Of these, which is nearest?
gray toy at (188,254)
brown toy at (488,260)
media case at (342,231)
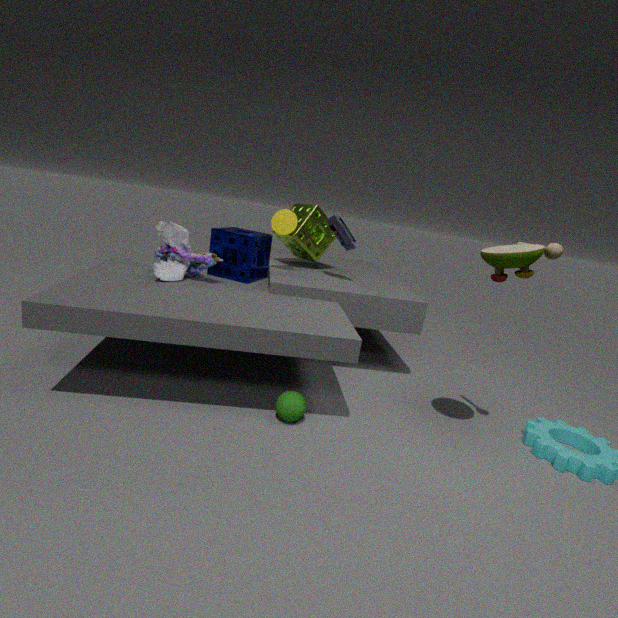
brown toy at (488,260)
